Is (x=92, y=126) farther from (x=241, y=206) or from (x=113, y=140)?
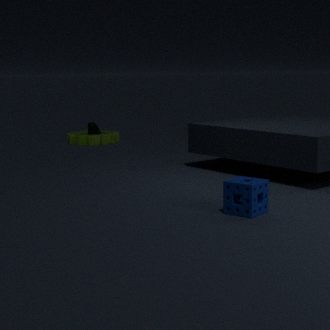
(x=241, y=206)
